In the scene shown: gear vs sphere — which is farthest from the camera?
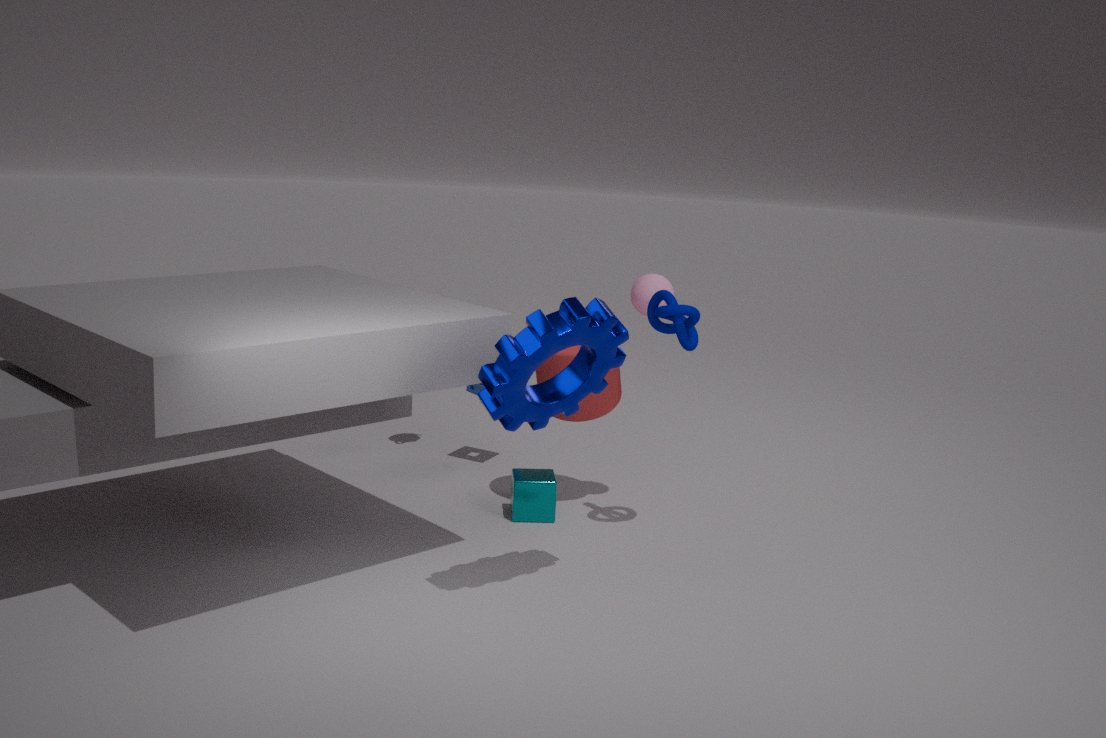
sphere
